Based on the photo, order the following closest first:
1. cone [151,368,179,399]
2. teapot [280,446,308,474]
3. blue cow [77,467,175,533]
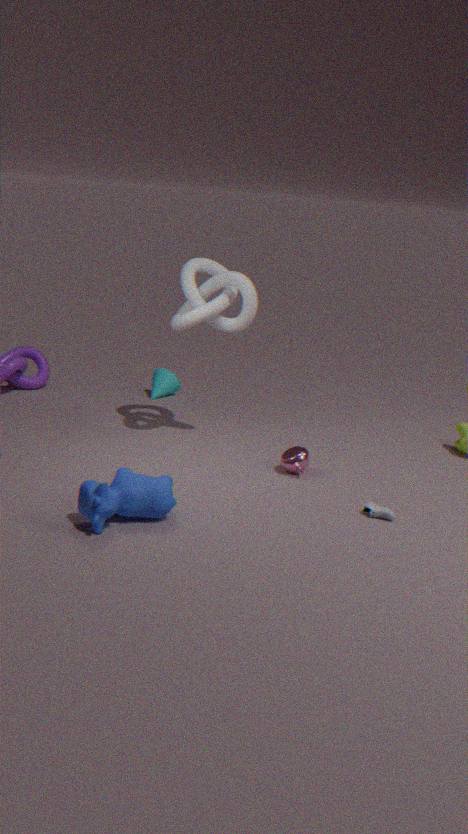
1. blue cow [77,467,175,533]
2. teapot [280,446,308,474]
3. cone [151,368,179,399]
